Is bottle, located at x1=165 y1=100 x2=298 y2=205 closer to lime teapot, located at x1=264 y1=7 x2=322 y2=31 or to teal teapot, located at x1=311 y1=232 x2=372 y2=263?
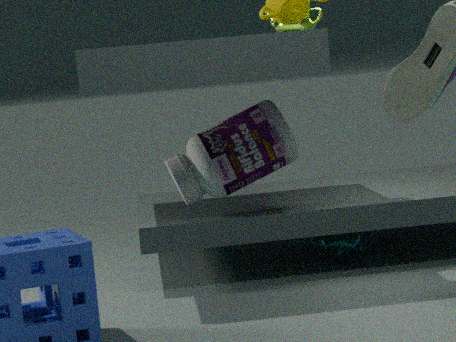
lime teapot, located at x1=264 y1=7 x2=322 y2=31
